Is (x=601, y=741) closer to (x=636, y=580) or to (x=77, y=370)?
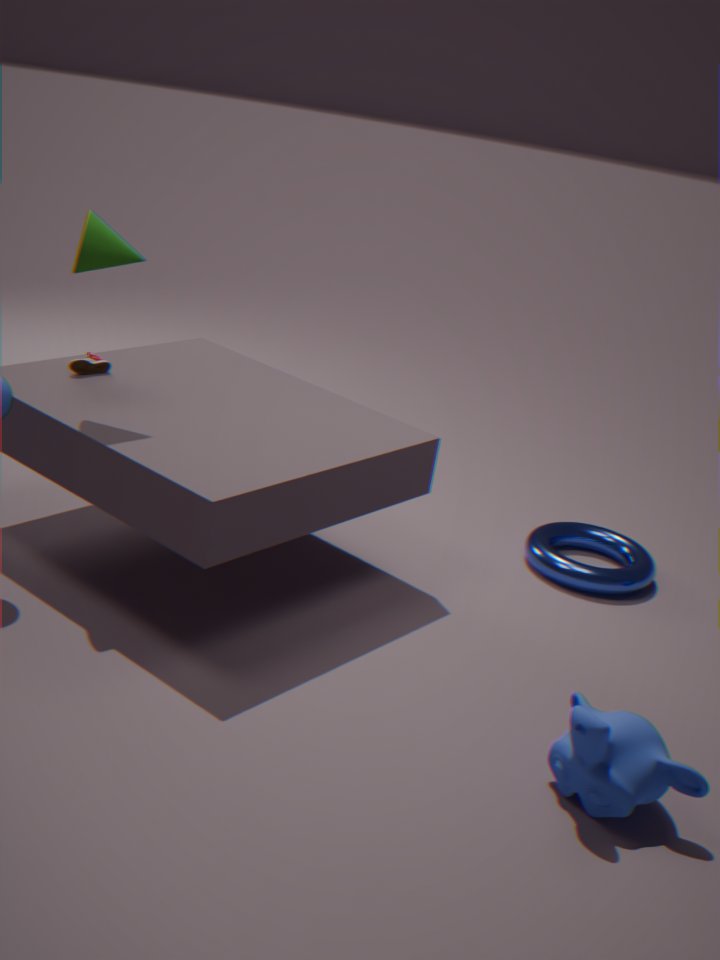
(x=636, y=580)
